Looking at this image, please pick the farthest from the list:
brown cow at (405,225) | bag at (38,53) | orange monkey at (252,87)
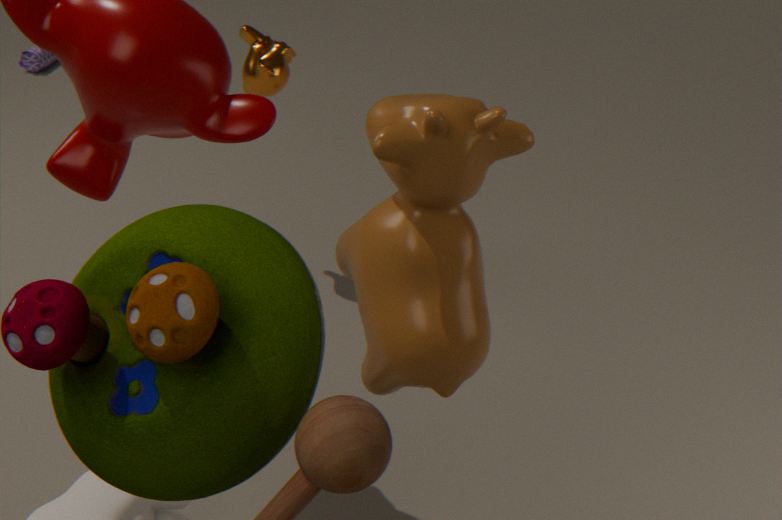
bag at (38,53)
